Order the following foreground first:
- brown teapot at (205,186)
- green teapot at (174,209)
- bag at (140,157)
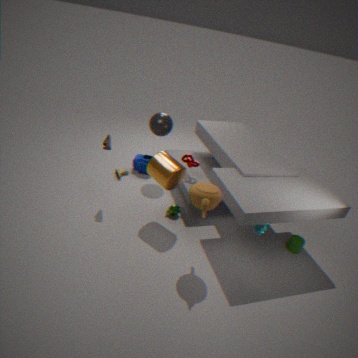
brown teapot at (205,186)
green teapot at (174,209)
bag at (140,157)
